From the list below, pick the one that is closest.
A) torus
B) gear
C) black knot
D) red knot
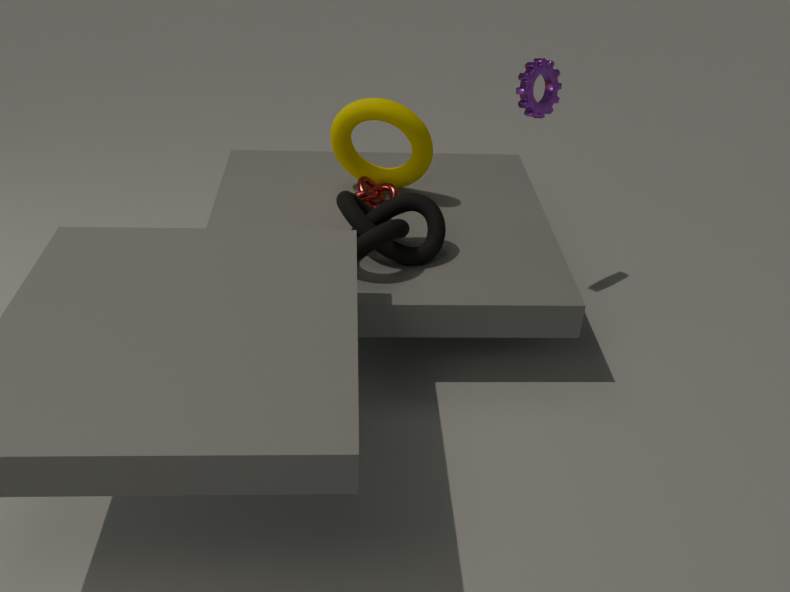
C. black knot
